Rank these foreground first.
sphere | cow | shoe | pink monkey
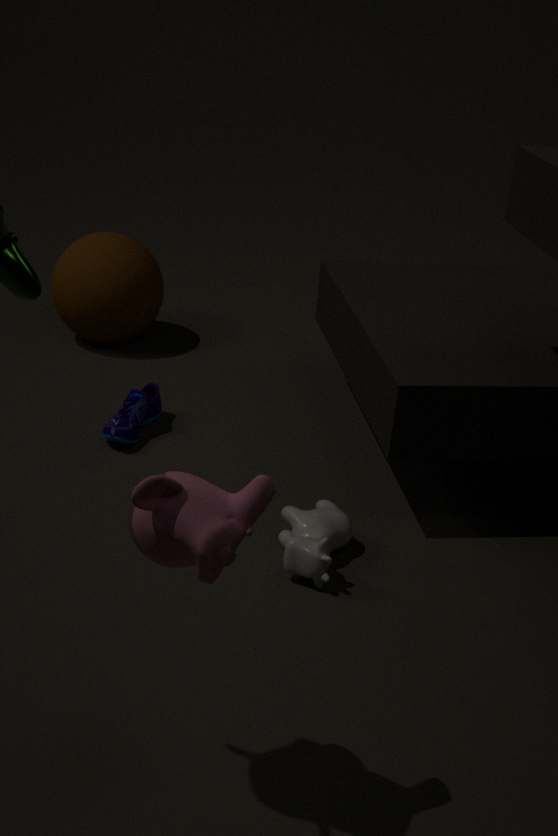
pink monkey
cow
shoe
sphere
